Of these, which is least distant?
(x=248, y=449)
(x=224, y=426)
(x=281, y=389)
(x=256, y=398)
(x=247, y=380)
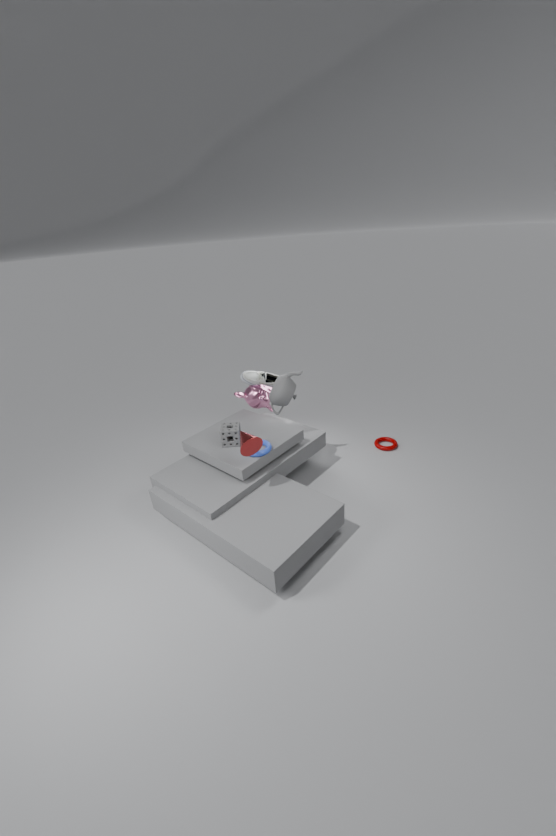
(x=248, y=449)
